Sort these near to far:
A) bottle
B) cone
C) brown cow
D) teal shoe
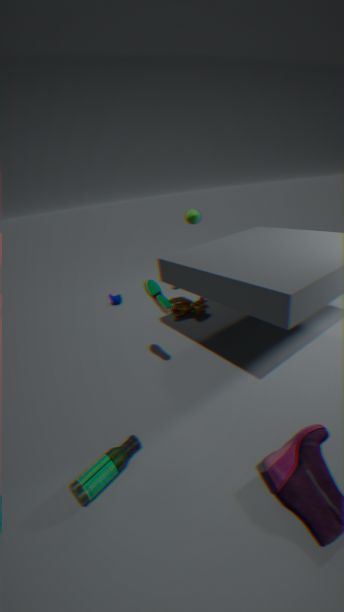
bottle < teal shoe < brown cow < cone
